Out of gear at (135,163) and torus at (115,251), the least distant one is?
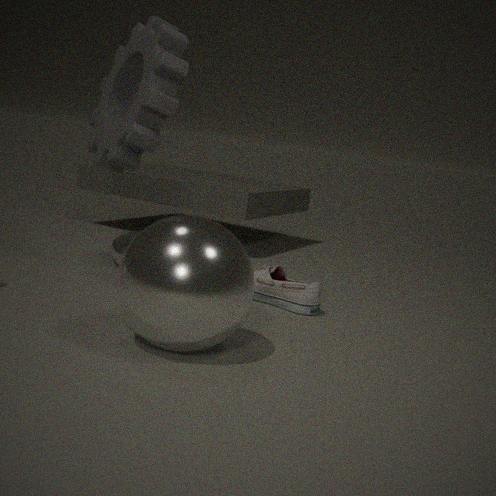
gear at (135,163)
